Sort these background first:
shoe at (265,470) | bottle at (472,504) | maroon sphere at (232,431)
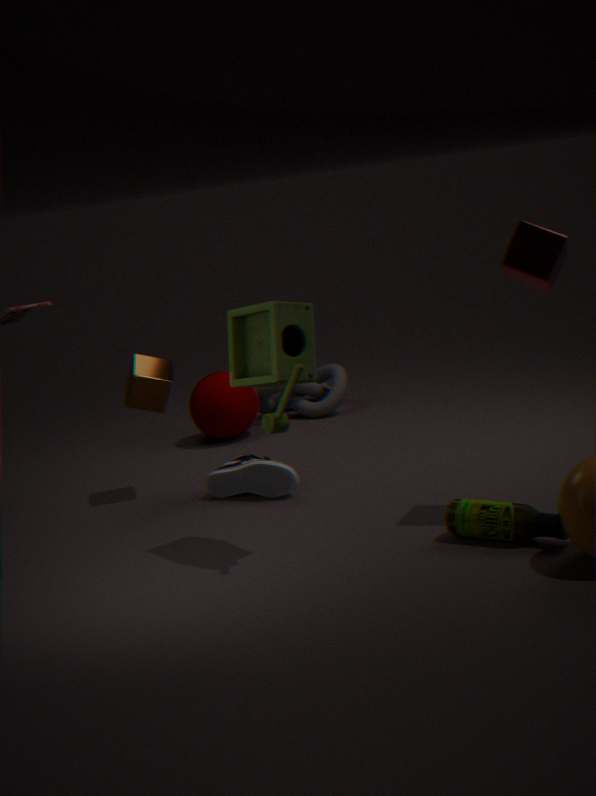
maroon sphere at (232,431) < shoe at (265,470) < bottle at (472,504)
